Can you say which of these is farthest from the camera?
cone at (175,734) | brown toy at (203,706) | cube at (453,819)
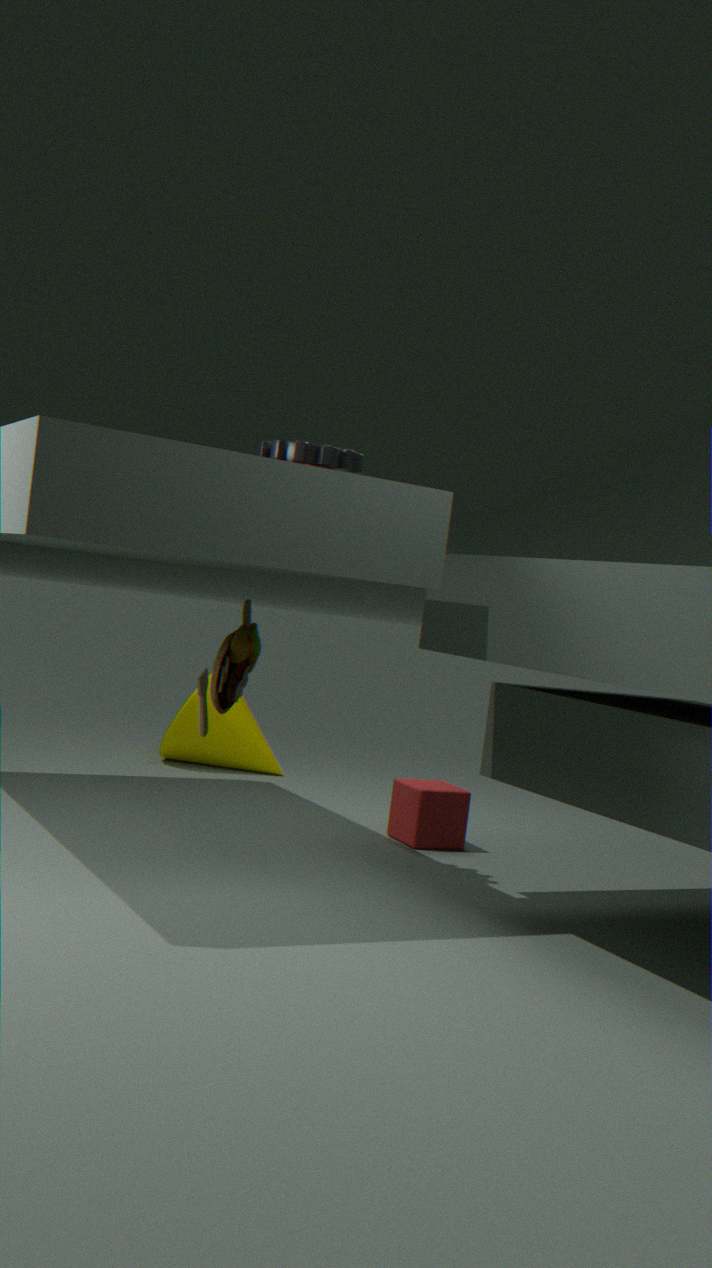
cone at (175,734)
